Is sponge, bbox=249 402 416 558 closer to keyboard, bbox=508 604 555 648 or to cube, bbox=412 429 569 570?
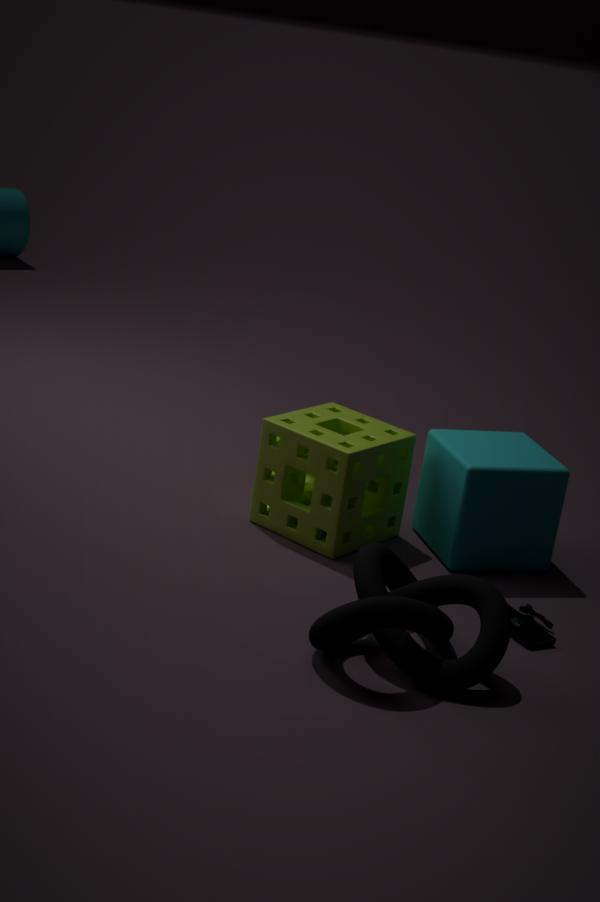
cube, bbox=412 429 569 570
